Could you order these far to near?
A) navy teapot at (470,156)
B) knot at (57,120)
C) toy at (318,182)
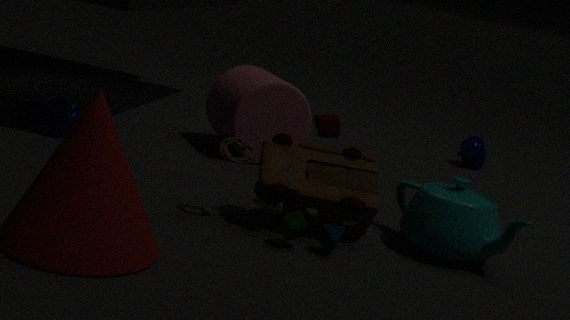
navy teapot at (470,156) → knot at (57,120) → toy at (318,182)
